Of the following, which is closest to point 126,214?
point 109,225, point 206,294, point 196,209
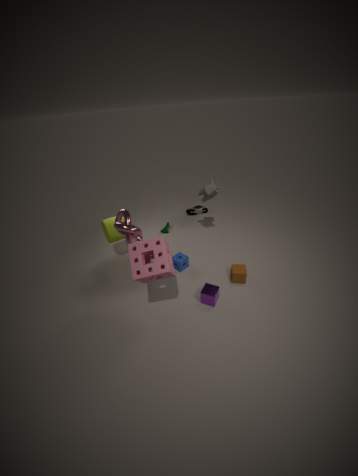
point 109,225
